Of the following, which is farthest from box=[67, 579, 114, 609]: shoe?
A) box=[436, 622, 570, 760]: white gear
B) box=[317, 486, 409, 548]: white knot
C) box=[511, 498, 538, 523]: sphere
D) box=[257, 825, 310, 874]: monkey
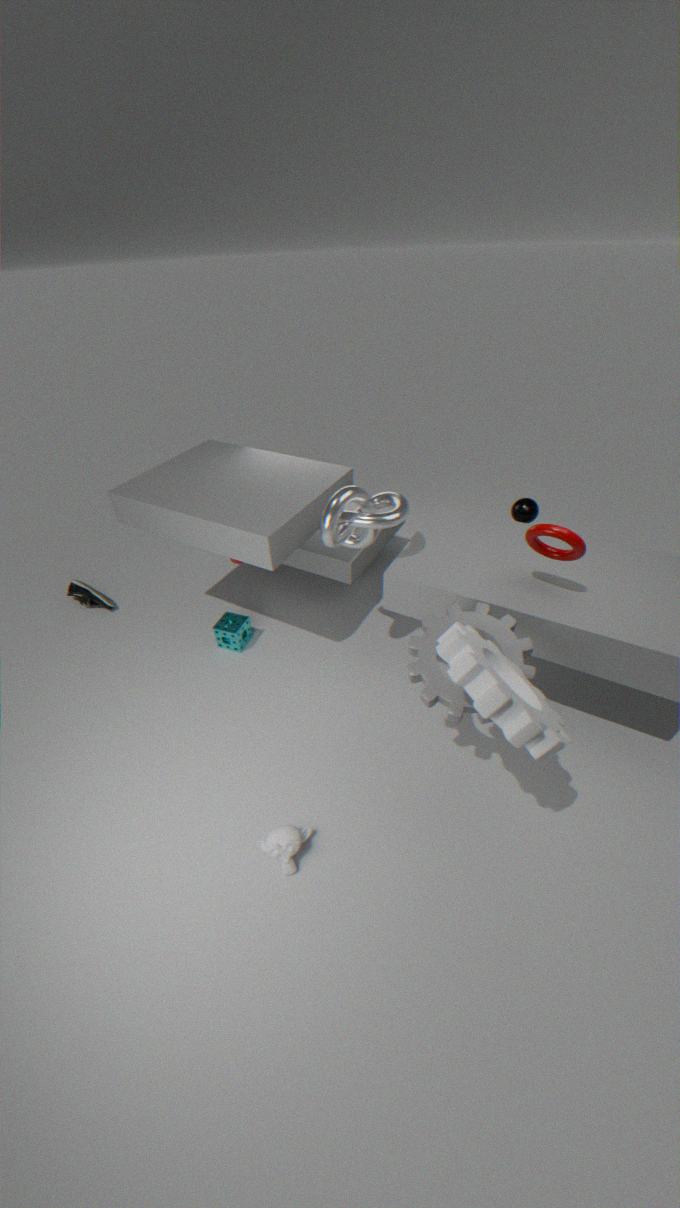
box=[511, 498, 538, 523]: sphere
